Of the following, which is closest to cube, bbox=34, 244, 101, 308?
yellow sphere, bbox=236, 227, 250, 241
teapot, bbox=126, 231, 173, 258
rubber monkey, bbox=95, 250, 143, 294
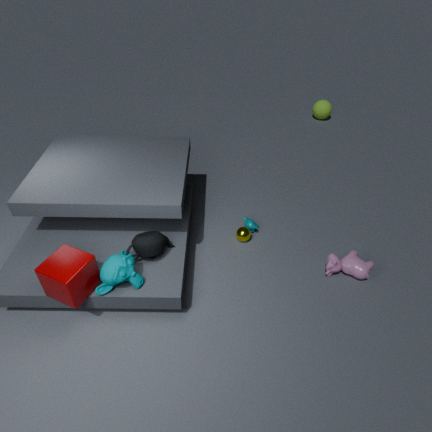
rubber monkey, bbox=95, 250, 143, 294
